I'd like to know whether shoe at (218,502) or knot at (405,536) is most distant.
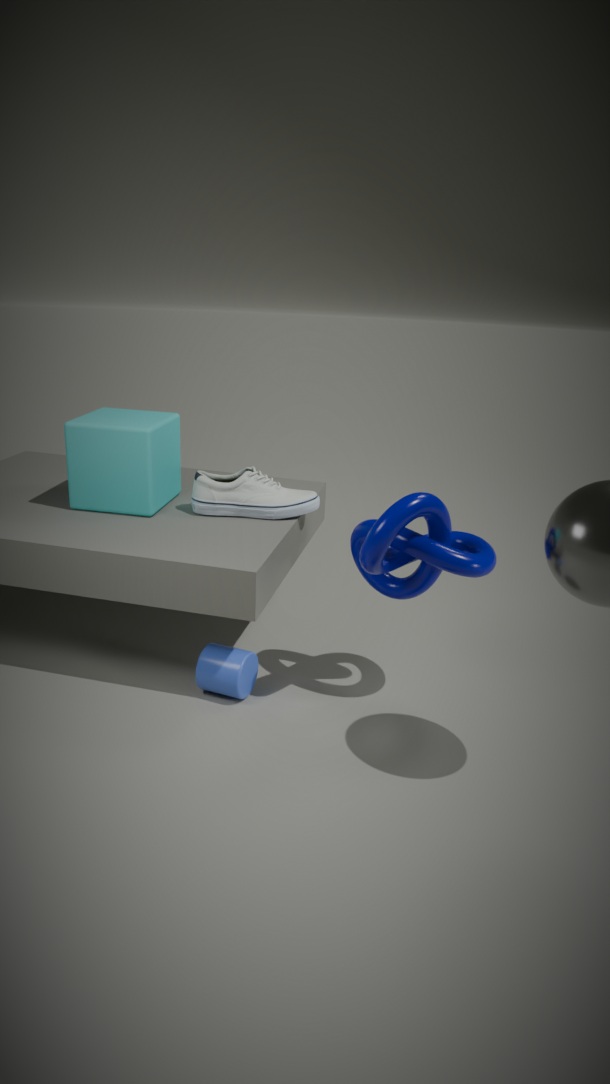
shoe at (218,502)
